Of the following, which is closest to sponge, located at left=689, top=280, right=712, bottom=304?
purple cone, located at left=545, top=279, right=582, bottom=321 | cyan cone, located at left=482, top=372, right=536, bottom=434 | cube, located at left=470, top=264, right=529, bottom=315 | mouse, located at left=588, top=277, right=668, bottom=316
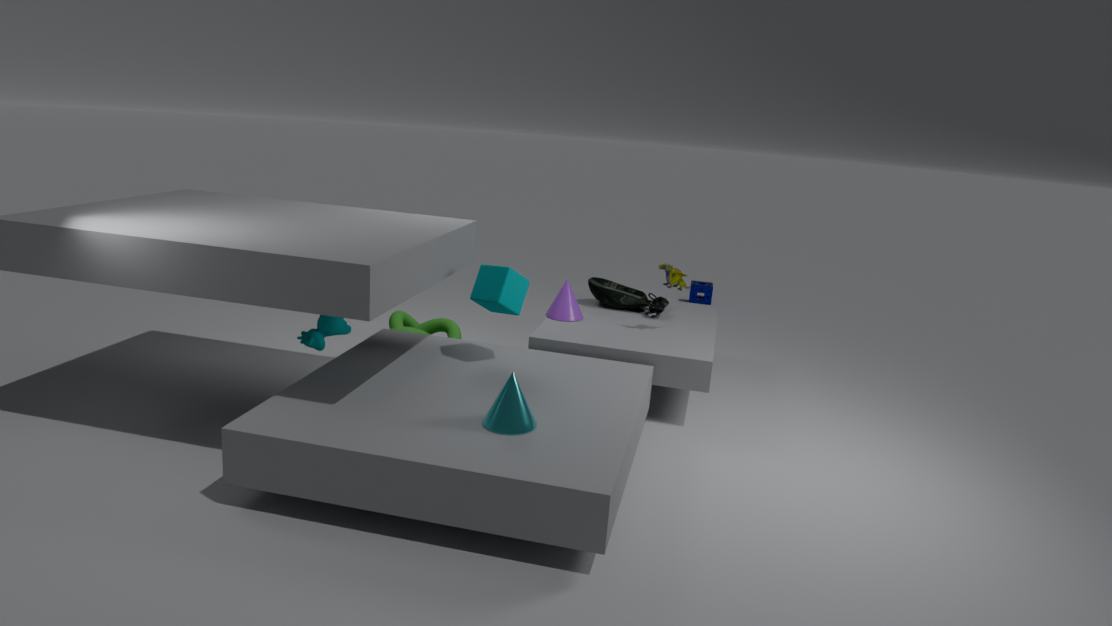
mouse, located at left=588, top=277, right=668, bottom=316
